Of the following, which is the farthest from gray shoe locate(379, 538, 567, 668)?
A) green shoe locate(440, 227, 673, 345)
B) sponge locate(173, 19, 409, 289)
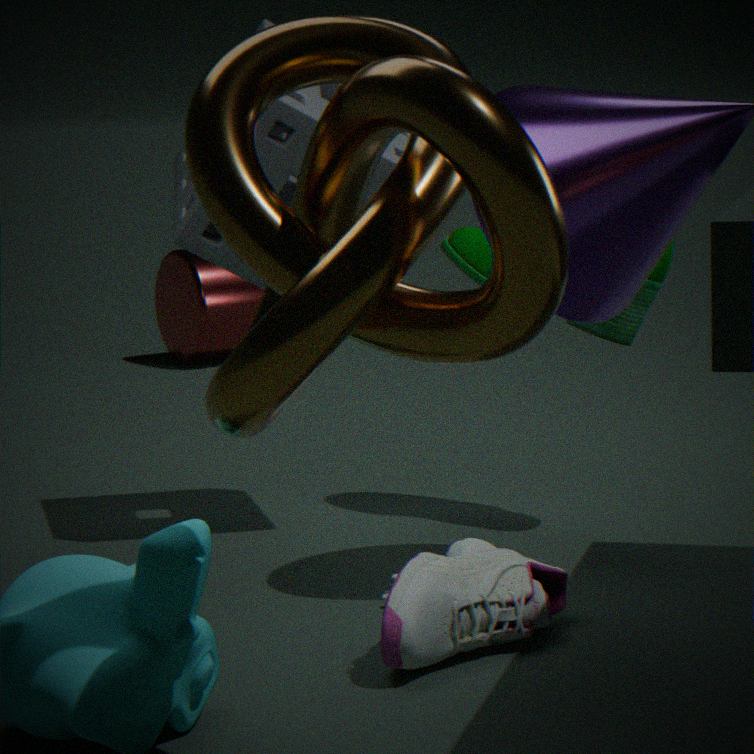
sponge locate(173, 19, 409, 289)
